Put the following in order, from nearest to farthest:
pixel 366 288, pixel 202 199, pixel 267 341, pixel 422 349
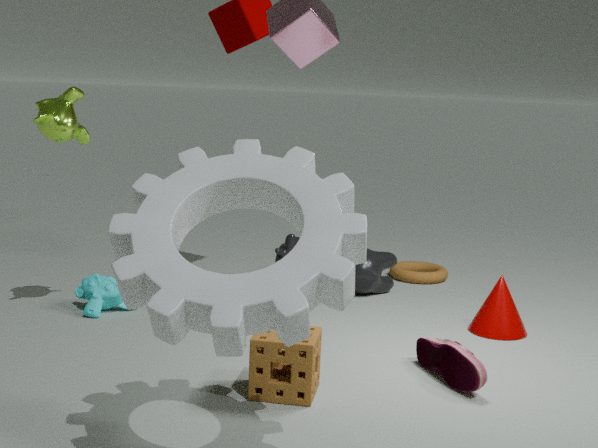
pixel 202 199 < pixel 267 341 < pixel 422 349 < pixel 366 288
